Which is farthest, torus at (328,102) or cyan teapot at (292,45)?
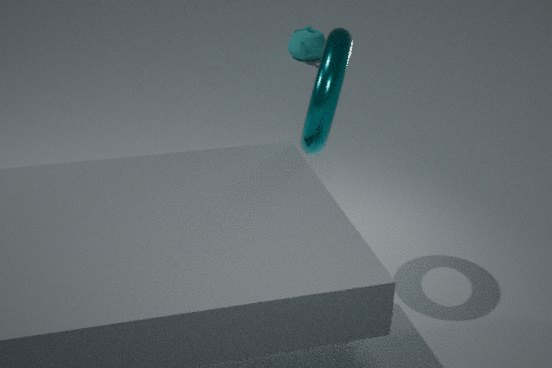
cyan teapot at (292,45)
